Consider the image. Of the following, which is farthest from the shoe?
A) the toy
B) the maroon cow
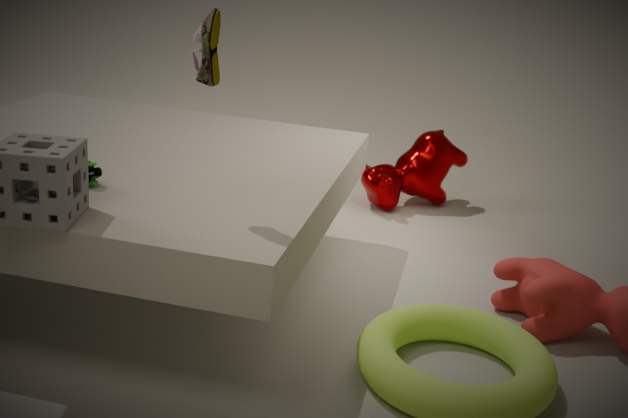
the maroon cow
